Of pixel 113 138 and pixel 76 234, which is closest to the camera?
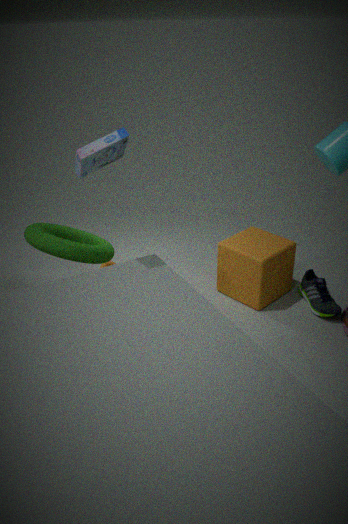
pixel 113 138
